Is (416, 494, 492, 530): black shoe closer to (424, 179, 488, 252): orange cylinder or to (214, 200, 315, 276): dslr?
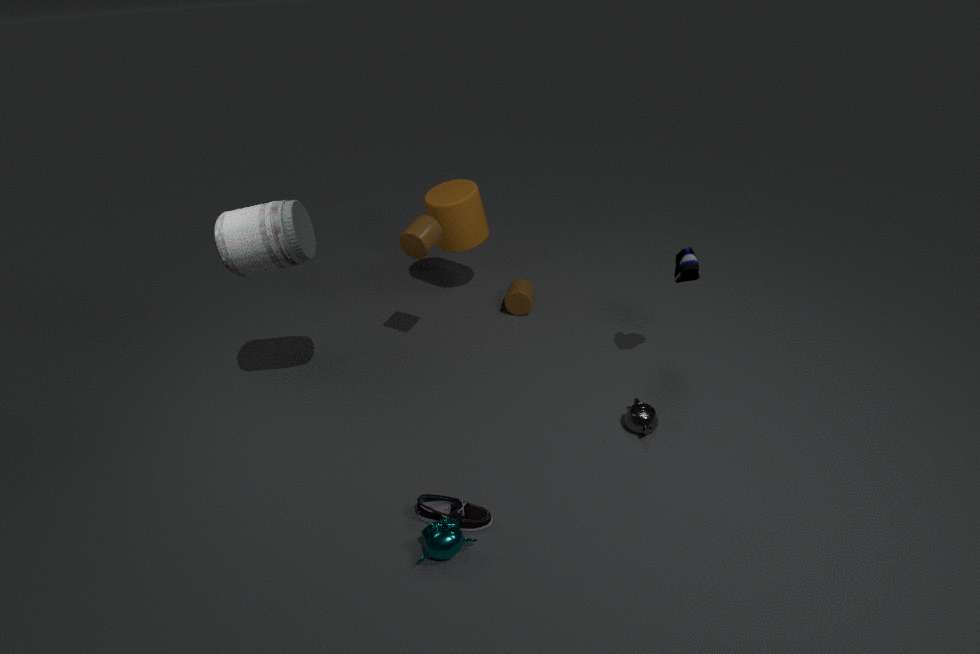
(214, 200, 315, 276): dslr
